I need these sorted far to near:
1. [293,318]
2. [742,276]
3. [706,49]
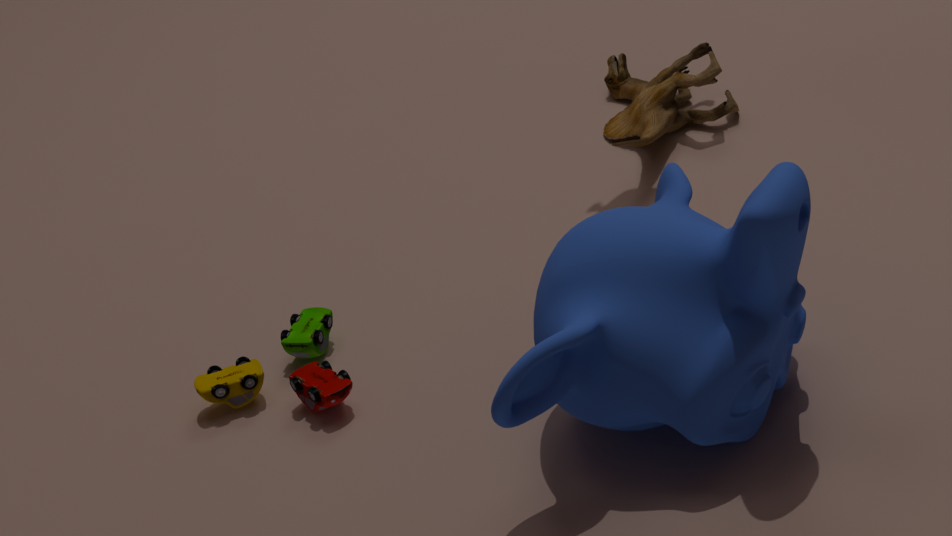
[706,49]
[293,318]
[742,276]
